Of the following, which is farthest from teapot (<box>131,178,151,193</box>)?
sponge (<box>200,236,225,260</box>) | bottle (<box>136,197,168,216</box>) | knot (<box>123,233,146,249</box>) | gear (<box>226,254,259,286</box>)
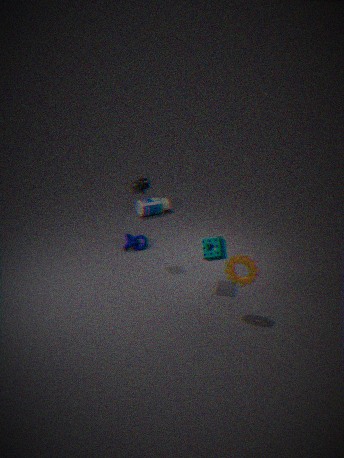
bottle (<box>136,197,168,216</box>)
